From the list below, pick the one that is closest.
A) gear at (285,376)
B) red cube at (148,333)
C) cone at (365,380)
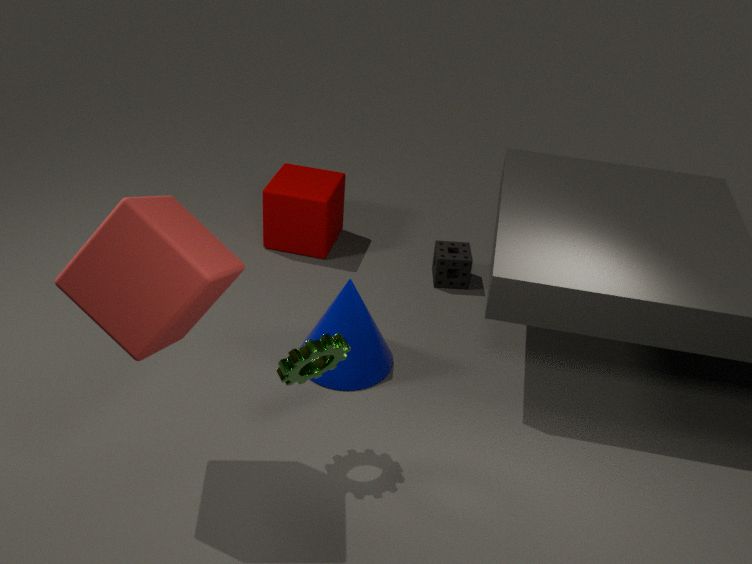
red cube at (148,333)
